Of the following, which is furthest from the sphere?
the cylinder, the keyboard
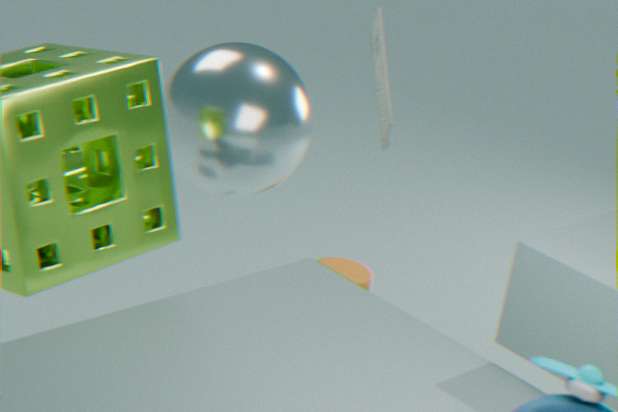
the cylinder
